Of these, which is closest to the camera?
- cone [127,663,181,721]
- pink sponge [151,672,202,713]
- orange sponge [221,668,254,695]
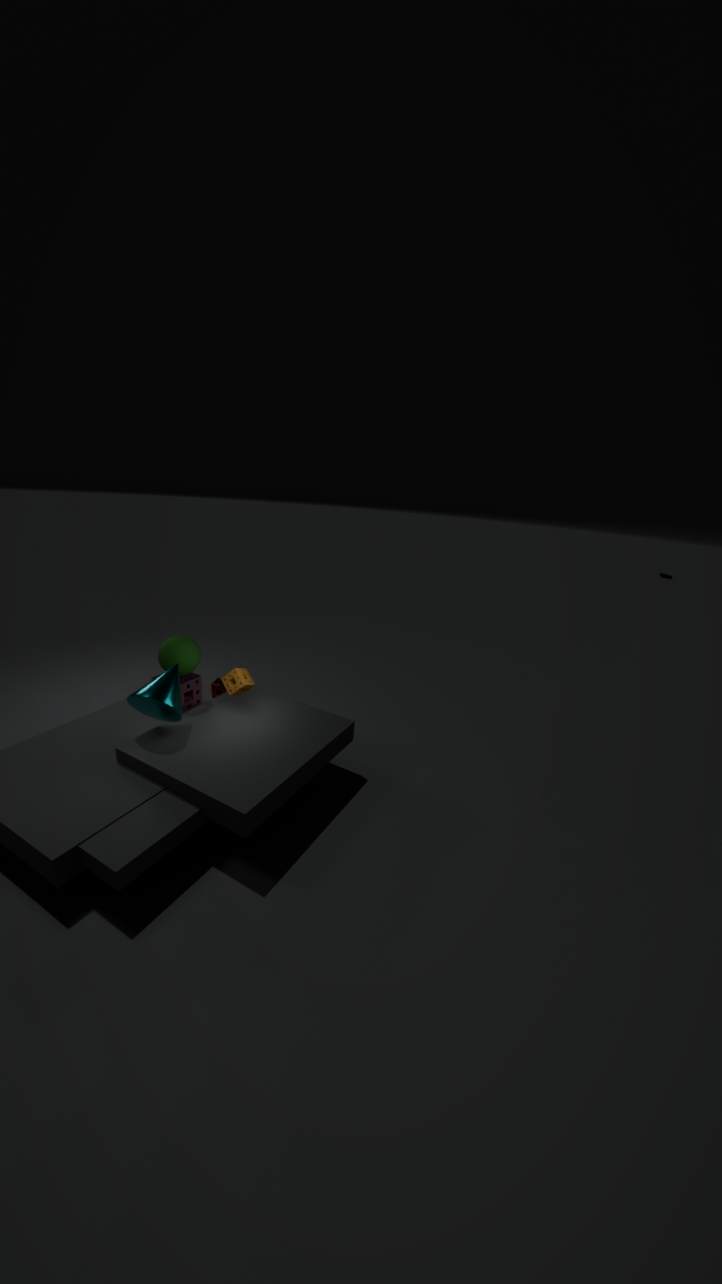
cone [127,663,181,721]
